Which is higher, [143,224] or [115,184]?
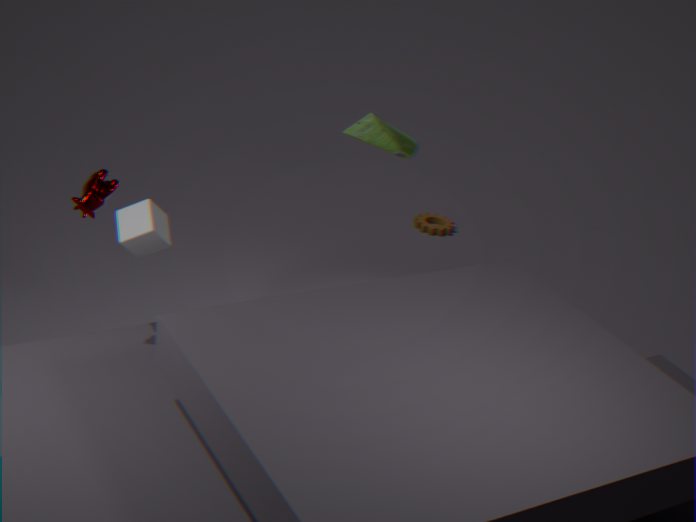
[115,184]
